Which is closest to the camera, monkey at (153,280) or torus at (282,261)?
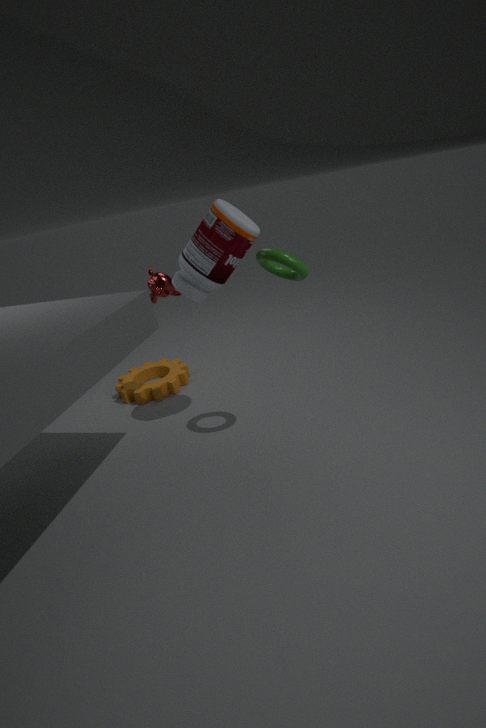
torus at (282,261)
